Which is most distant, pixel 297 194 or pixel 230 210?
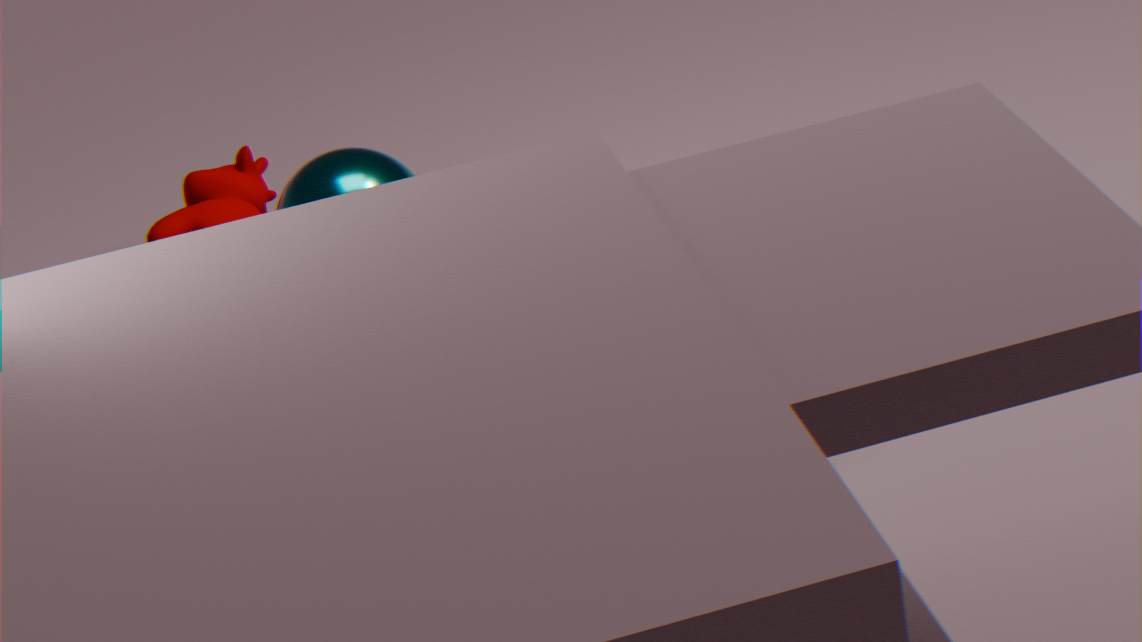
pixel 230 210
